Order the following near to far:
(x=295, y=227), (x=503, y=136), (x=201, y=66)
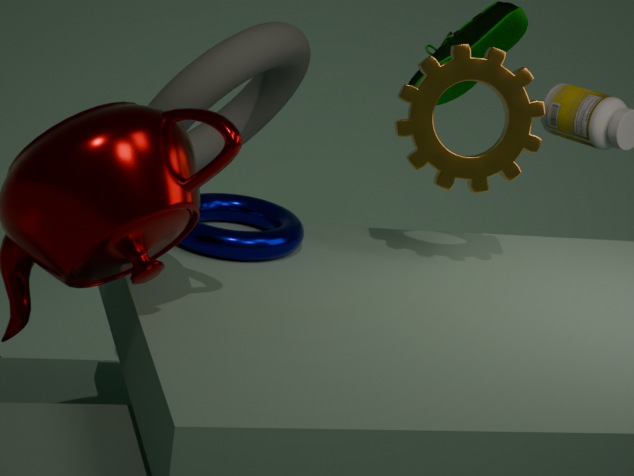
(x=503, y=136) < (x=295, y=227) < (x=201, y=66)
